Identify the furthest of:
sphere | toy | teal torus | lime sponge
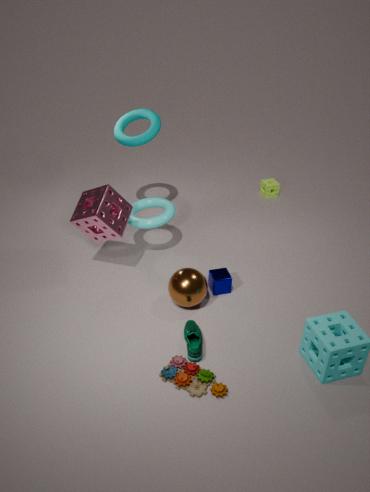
lime sponge
